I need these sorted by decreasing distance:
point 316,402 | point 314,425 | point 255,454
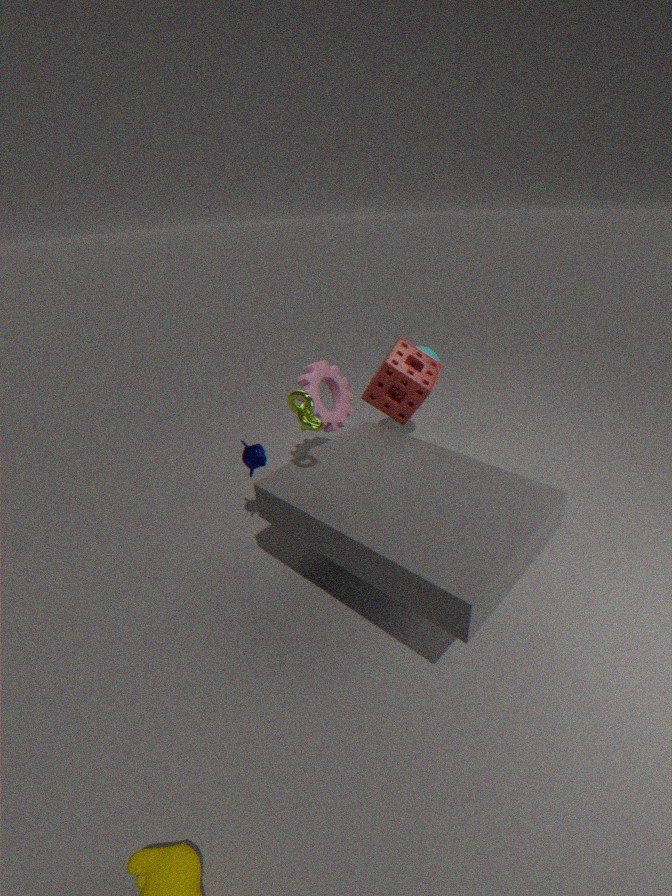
point 316,402, point 255,454, point 314,425
